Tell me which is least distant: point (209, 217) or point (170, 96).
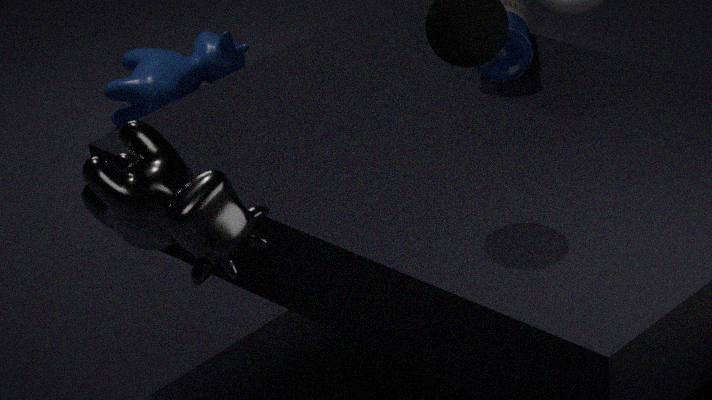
point (209, 217)
